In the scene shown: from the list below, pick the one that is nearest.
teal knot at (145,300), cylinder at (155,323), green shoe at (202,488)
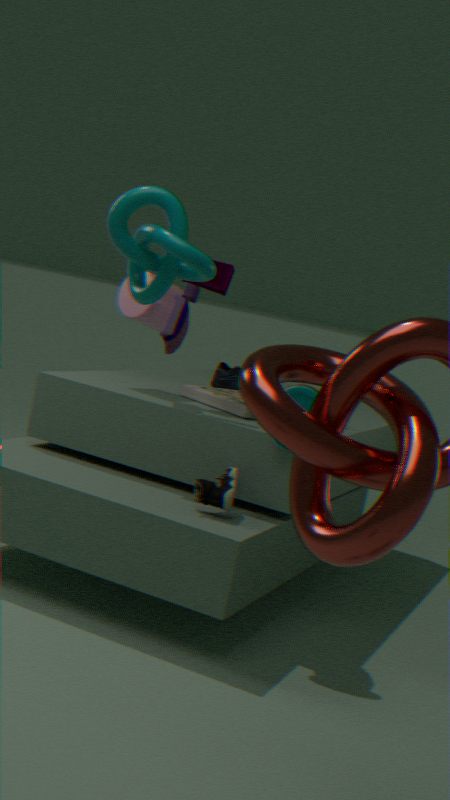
teal knot at (145,300)
